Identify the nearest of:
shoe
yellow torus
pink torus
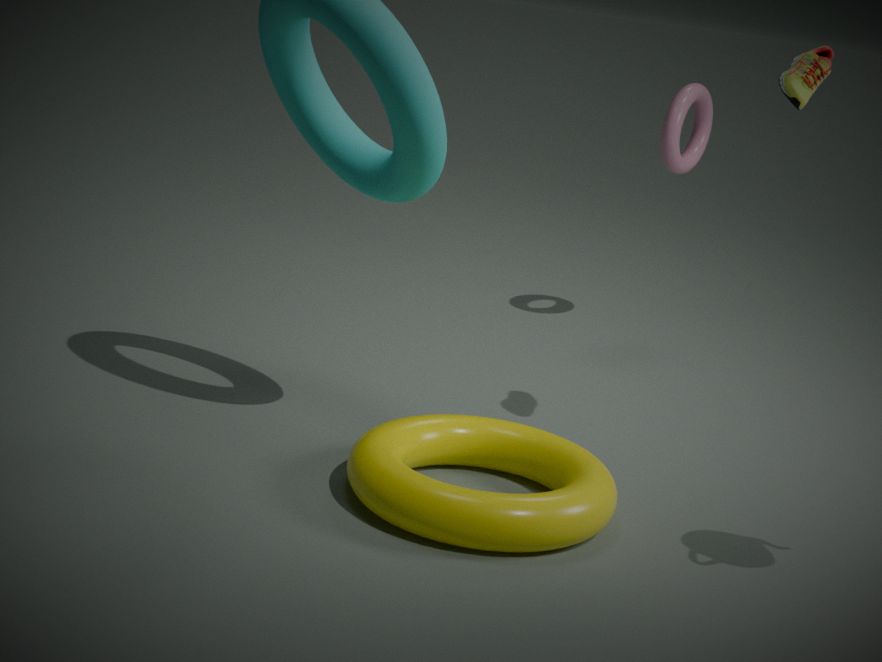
yellow torus
